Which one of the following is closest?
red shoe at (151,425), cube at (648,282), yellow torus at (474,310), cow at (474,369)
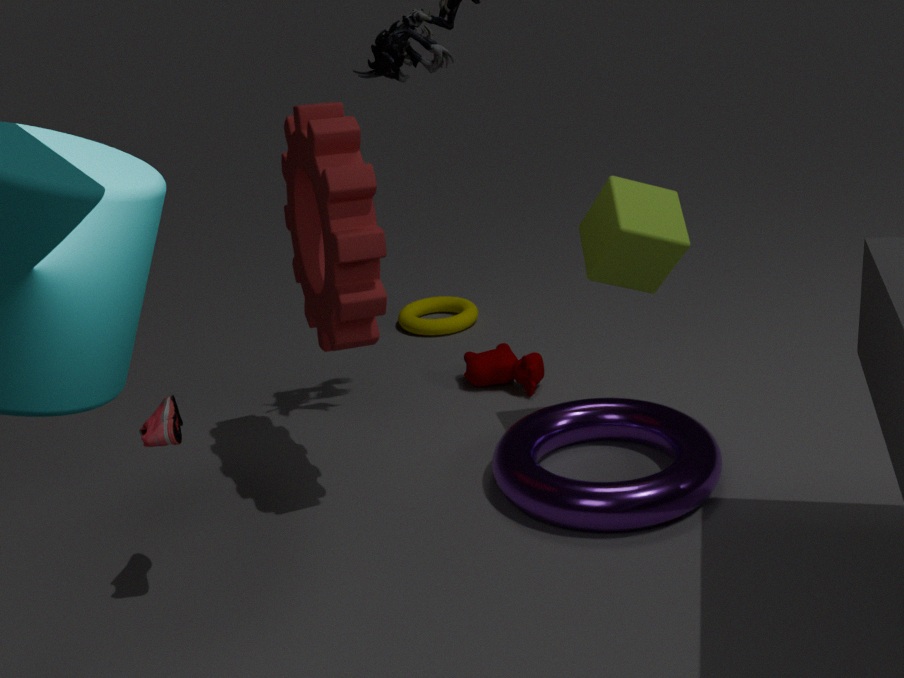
red shoe at (151,425)
